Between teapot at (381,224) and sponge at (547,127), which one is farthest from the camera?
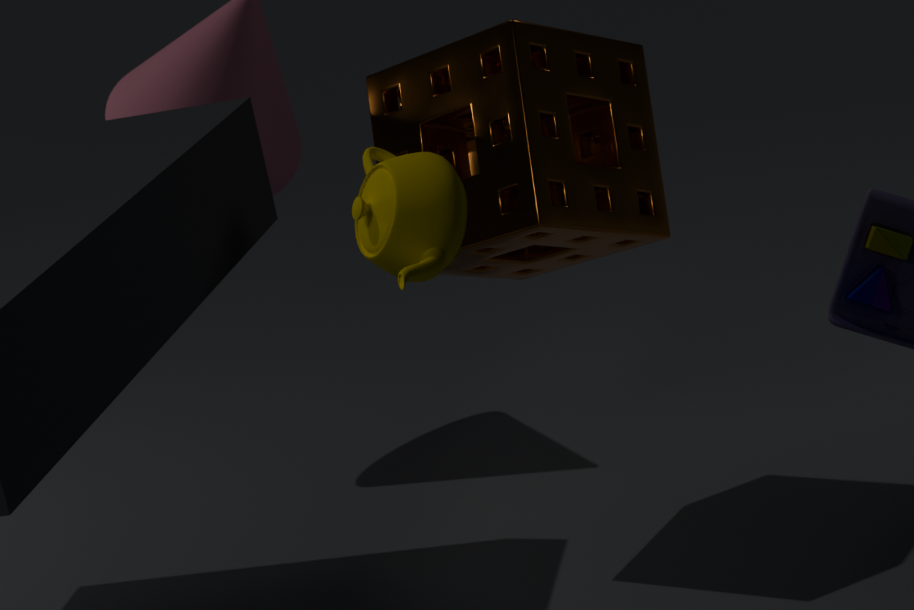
sponge at (547,127)
